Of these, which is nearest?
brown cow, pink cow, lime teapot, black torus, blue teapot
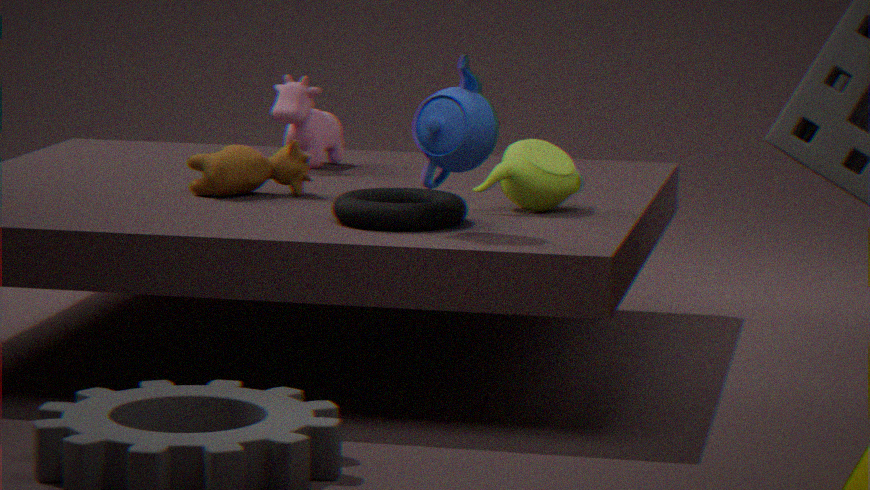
blue teapot
